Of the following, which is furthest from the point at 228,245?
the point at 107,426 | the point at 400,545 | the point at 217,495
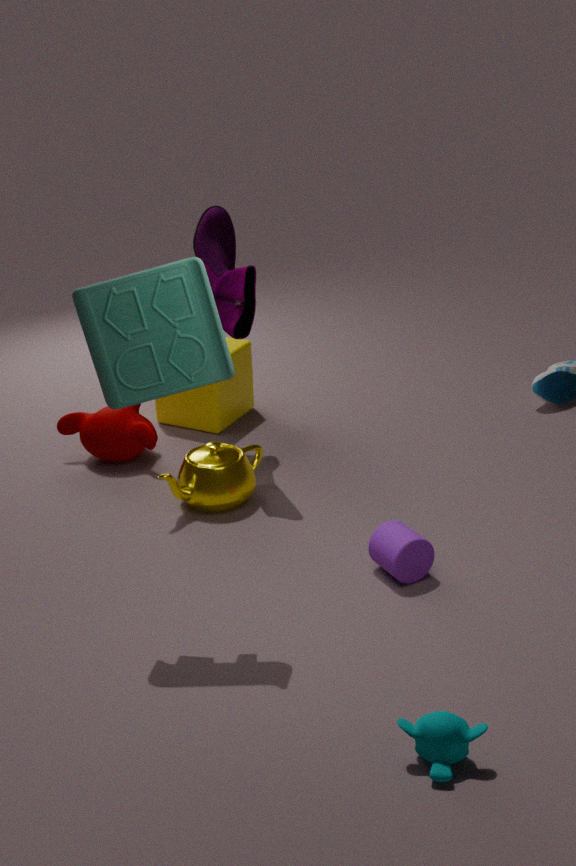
the point at 400,545
